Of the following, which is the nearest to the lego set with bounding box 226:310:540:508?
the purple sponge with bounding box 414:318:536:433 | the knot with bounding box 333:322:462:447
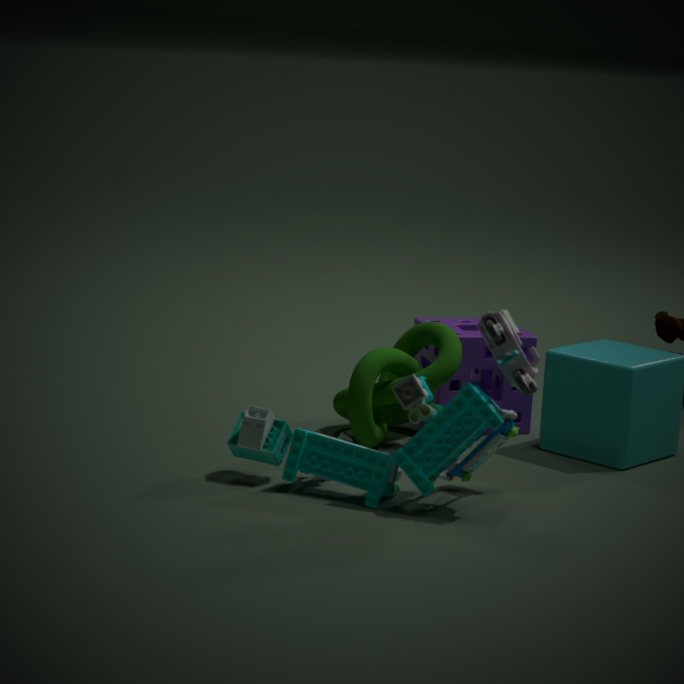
the knot with bounding box 333:322:462:447
